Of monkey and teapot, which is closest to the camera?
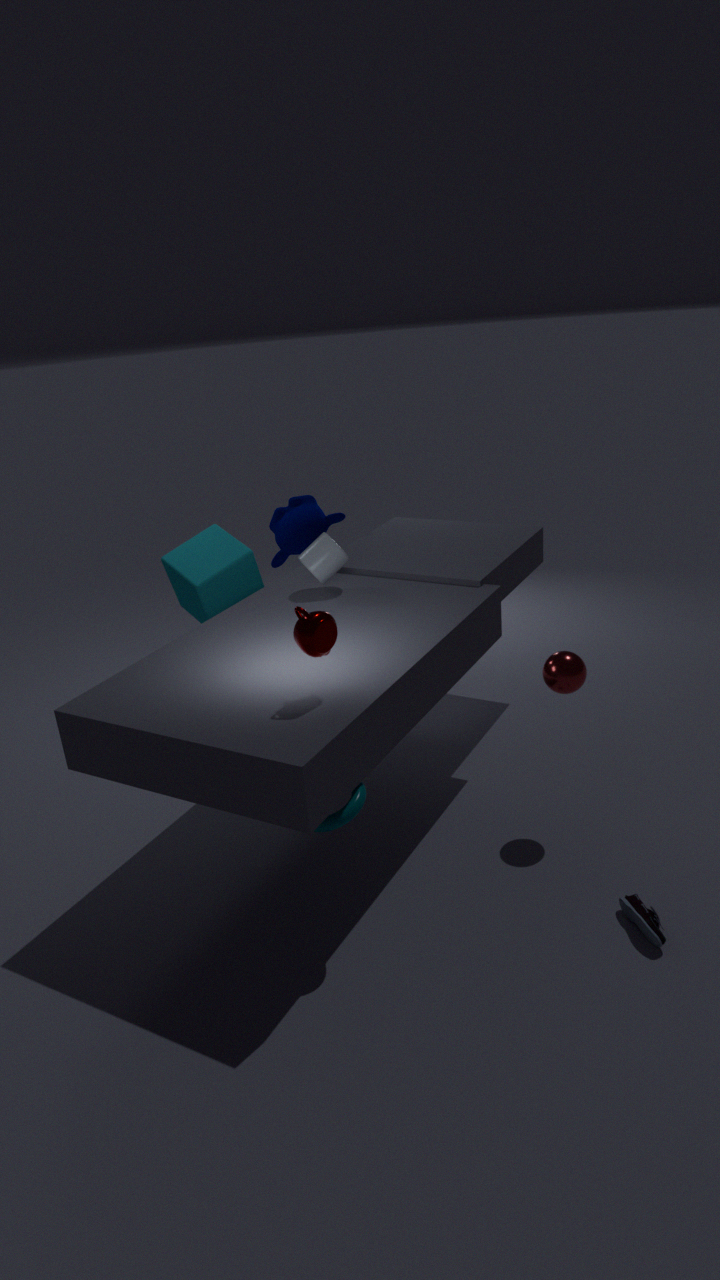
teapot
